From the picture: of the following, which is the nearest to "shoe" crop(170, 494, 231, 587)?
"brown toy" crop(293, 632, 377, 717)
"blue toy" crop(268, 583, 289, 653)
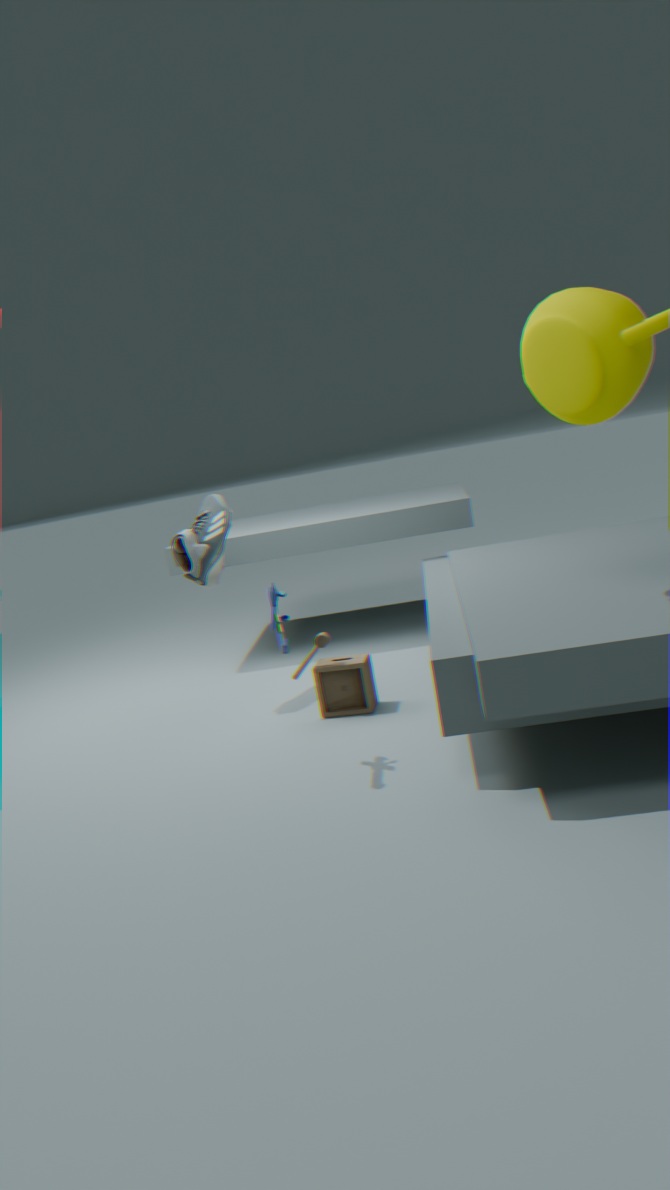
"brown toy" crop(293, 632, 377, 717)
